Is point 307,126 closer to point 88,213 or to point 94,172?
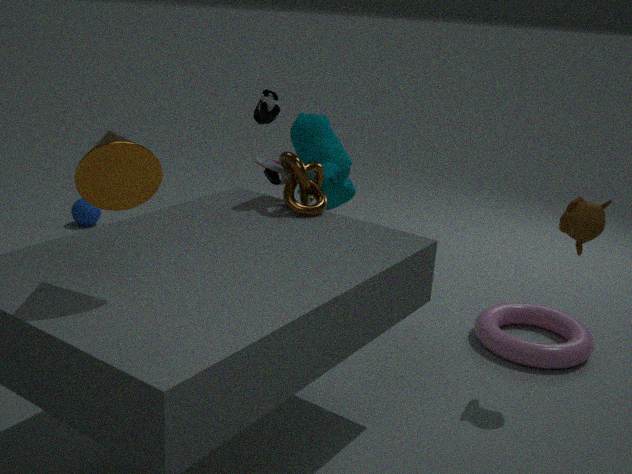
point 94,172
